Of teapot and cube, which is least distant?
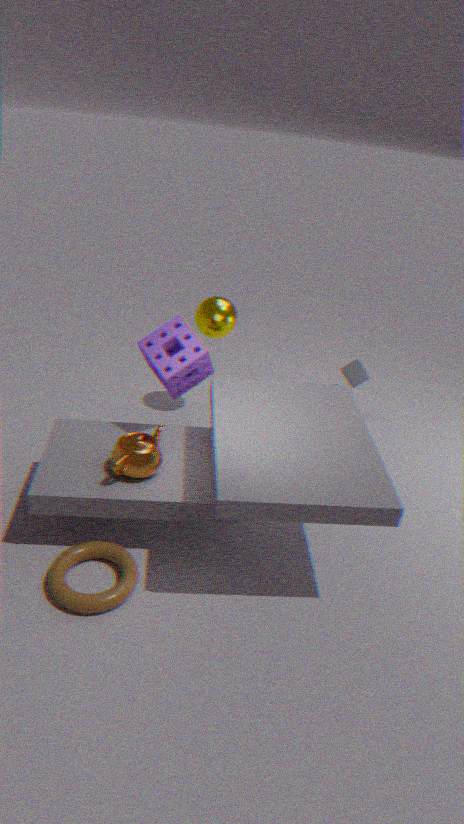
teapot
